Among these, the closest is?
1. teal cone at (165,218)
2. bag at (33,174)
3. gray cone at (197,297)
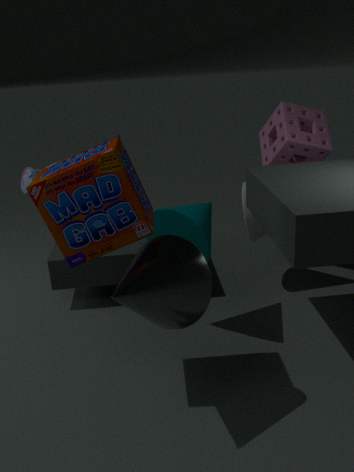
gray cone at (197,297)
